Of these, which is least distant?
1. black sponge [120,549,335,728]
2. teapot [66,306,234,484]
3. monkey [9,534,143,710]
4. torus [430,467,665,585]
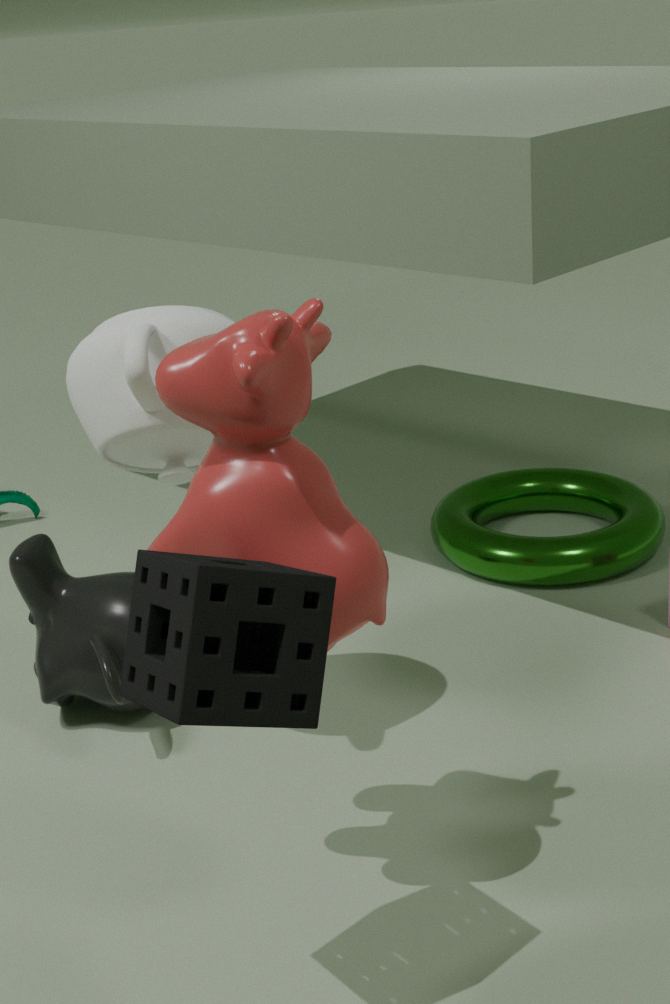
black sponge [120,549,335,728]
